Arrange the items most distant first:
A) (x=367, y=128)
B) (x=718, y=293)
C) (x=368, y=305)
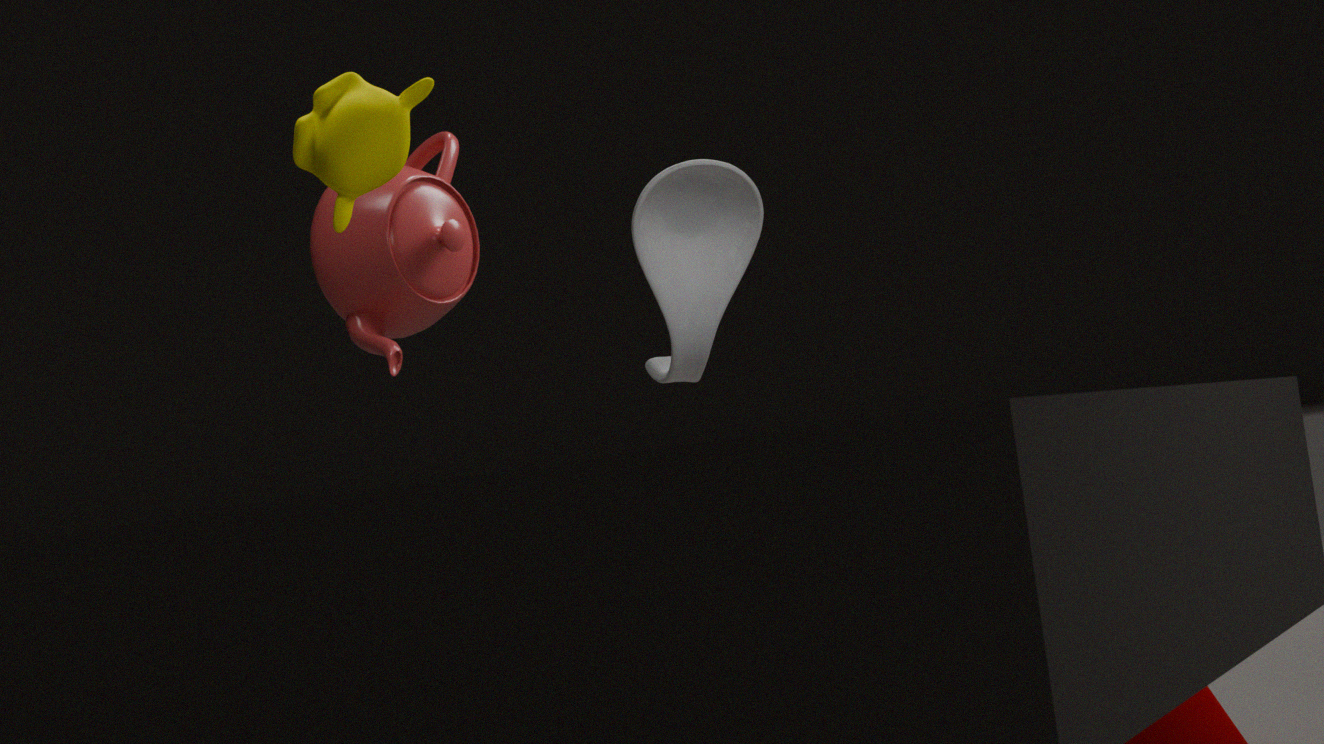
(x=368, y=305), (x=367, y=128), (x=718, y=293)
